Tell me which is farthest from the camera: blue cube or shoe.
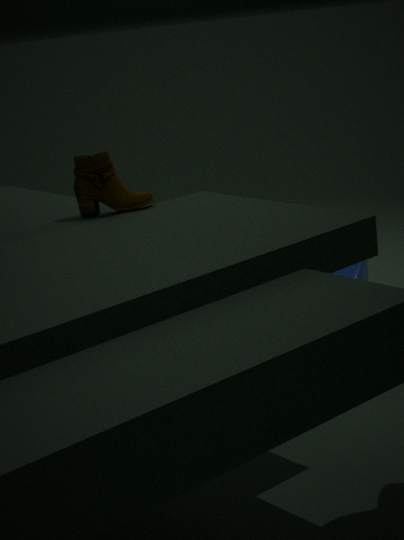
blue cube
